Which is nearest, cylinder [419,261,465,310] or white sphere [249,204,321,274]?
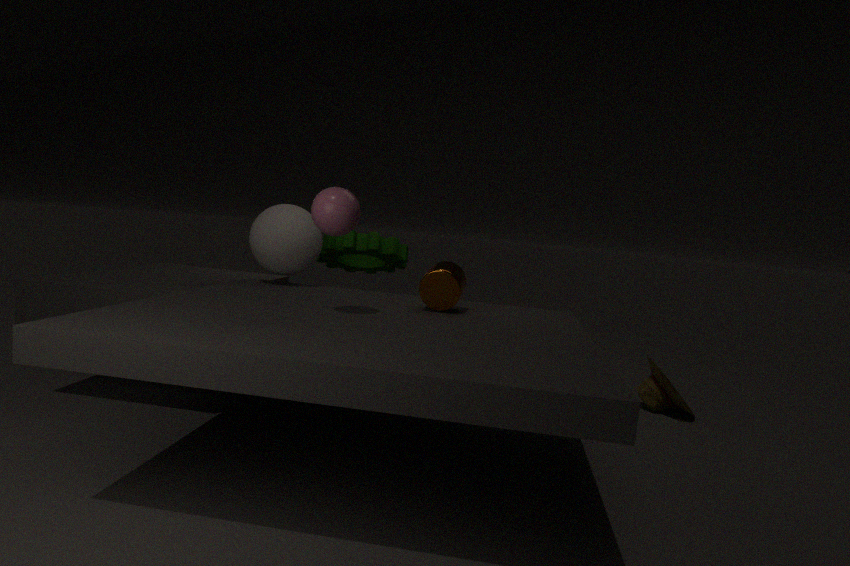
cylinder [419,261,465,310]
